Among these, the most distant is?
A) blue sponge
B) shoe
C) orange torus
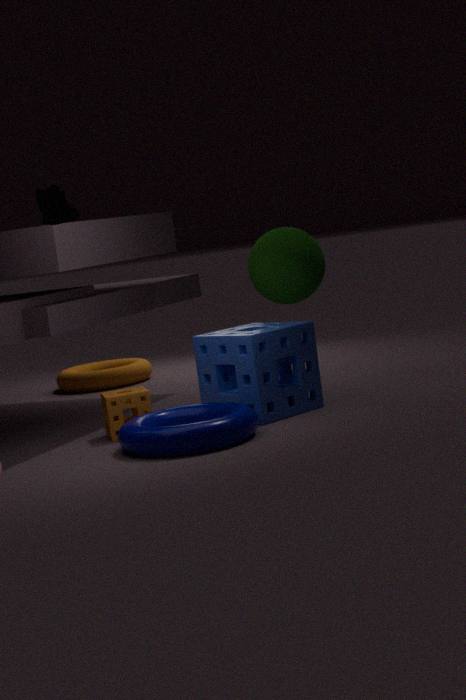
orange torus
